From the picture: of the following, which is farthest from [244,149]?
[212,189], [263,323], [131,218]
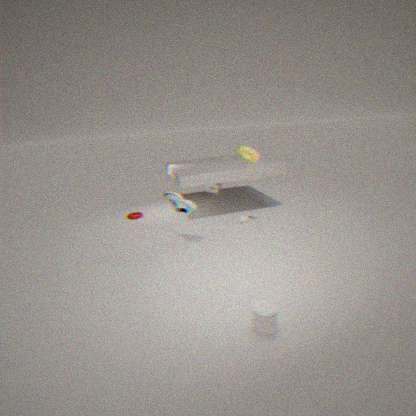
[131,218]
